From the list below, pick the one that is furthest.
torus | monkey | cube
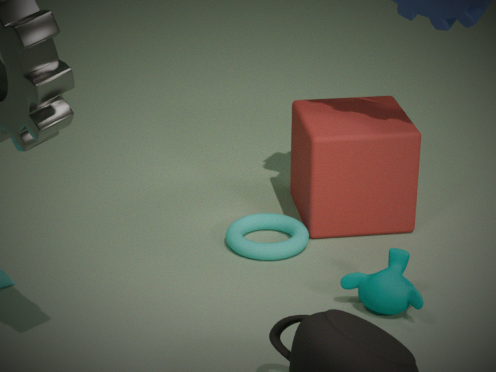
cube
